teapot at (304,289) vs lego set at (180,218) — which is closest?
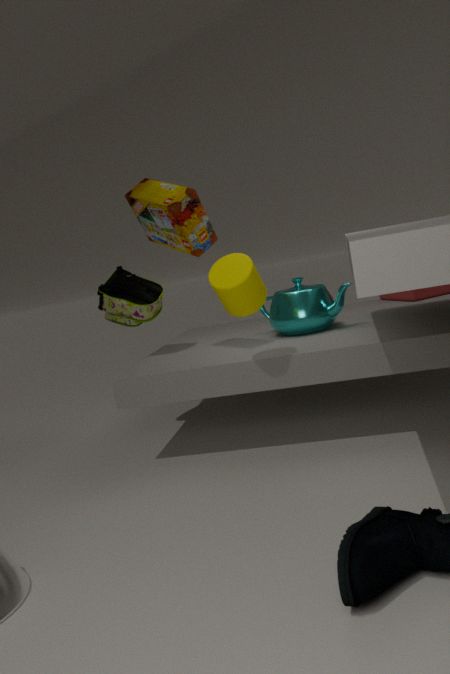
lego set at (180,218)
